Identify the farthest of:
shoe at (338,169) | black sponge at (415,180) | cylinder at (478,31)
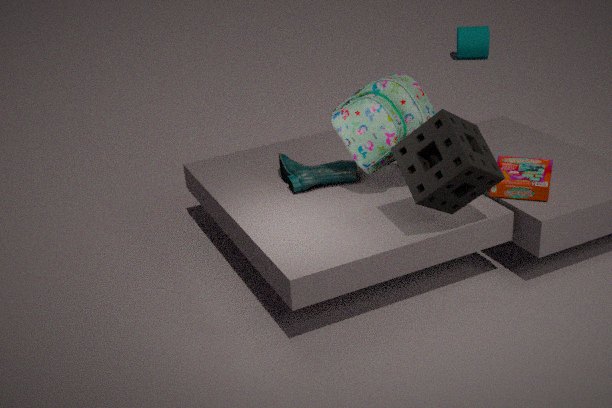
cylinder at (478,31)
